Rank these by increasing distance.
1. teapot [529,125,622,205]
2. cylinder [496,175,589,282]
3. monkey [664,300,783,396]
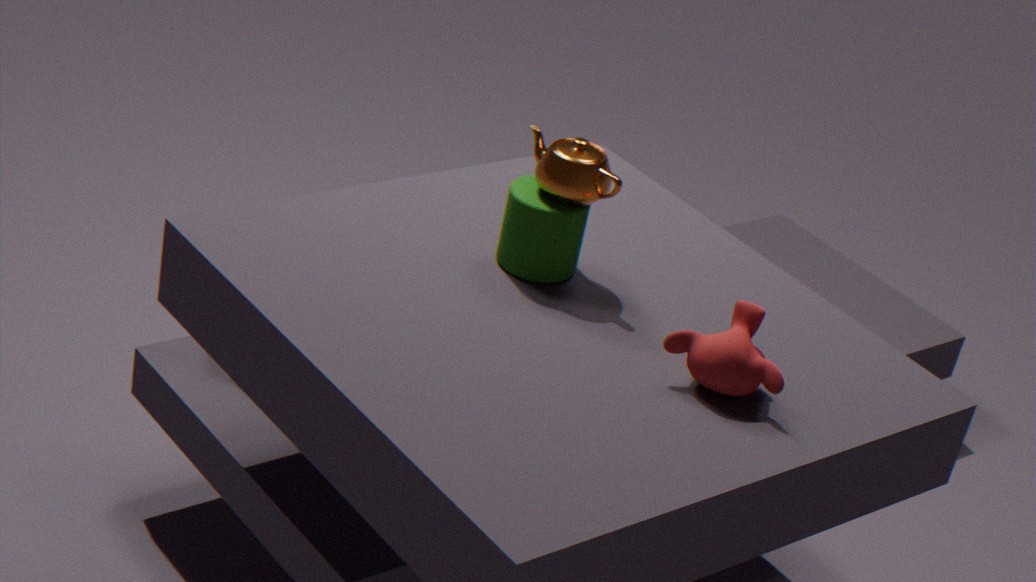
1. monkey [664,300,783,396]
2. teapot [529,125,622,205]
3. cylinder [496,175,589,282]
